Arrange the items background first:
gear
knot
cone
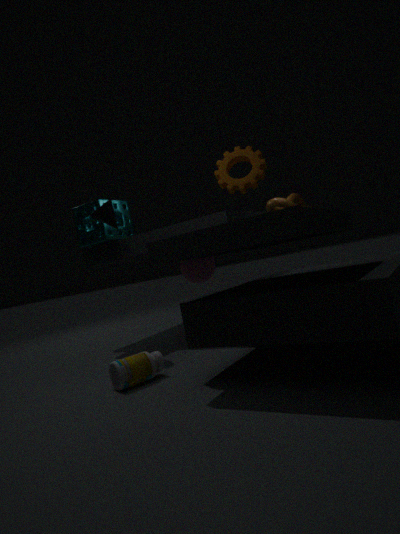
knot < cone < gear
